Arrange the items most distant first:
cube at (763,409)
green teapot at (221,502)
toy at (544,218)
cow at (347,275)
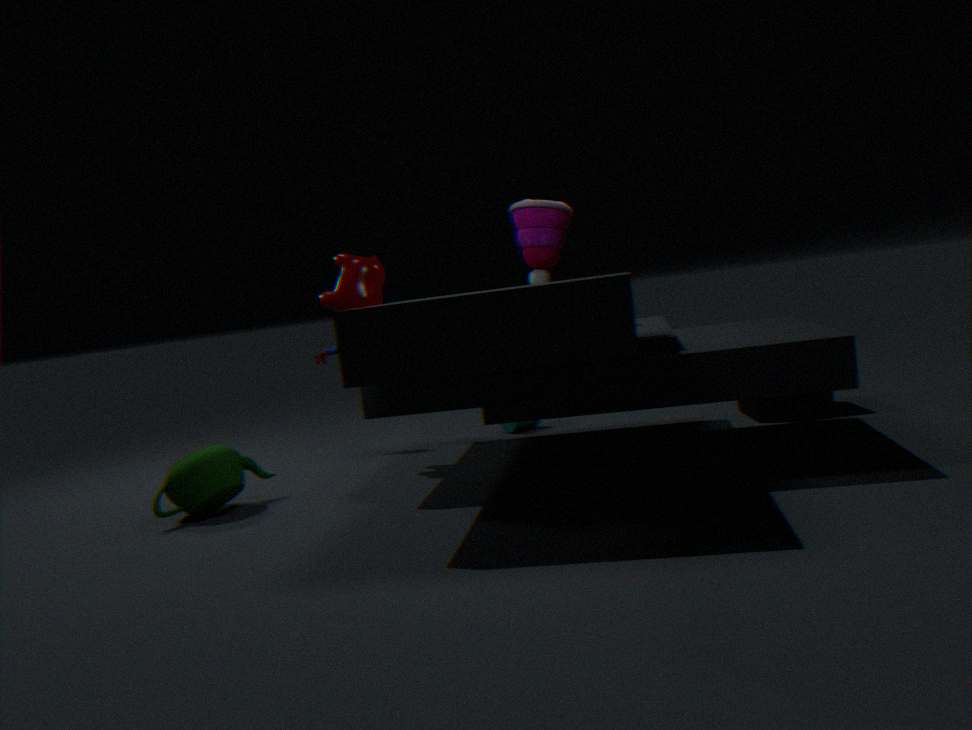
cube at (763,409) < cow at (347,275) < toy at (544,218) < green teapot at (221,502)
